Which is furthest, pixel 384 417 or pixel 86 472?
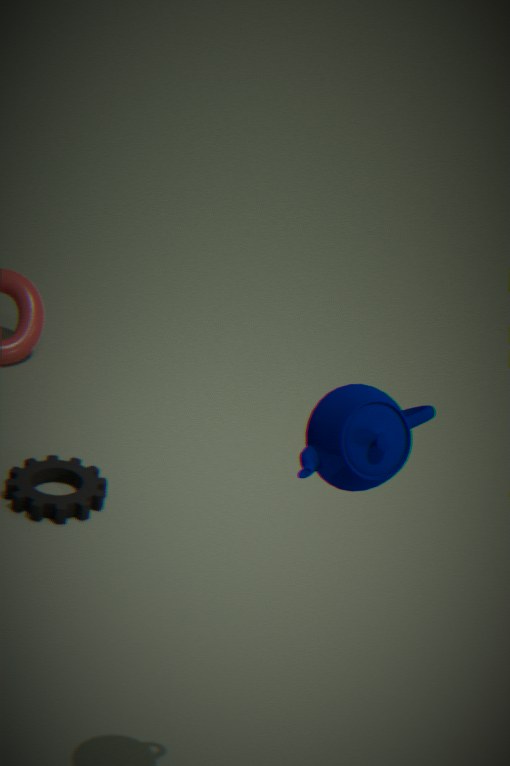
pixel 86 472
